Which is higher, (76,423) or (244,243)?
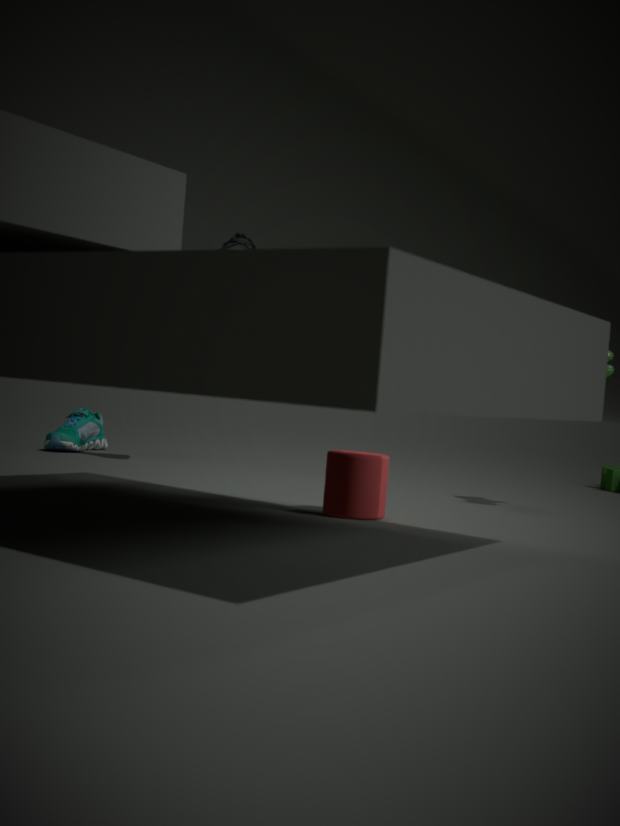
(244,243)
